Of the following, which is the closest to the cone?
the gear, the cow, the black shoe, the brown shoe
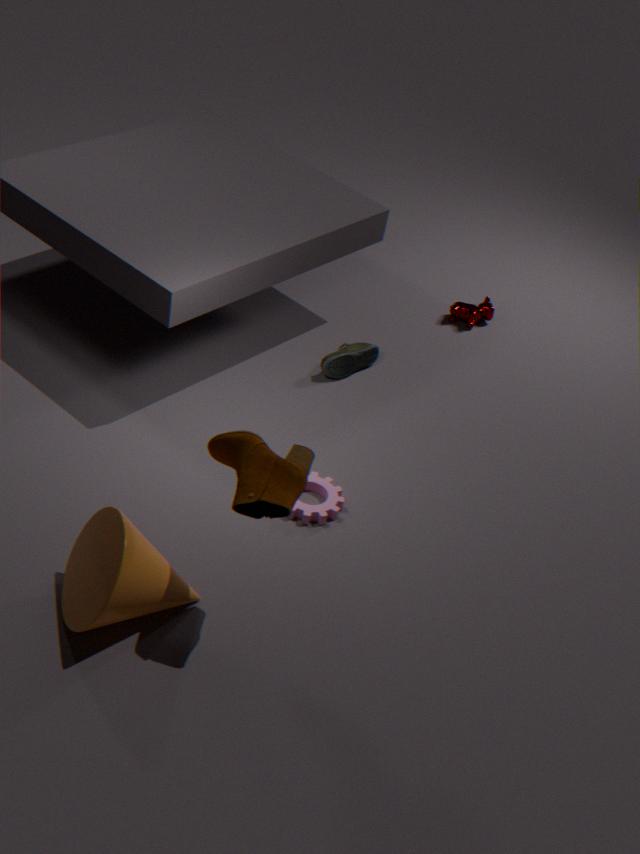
the brown shoe
